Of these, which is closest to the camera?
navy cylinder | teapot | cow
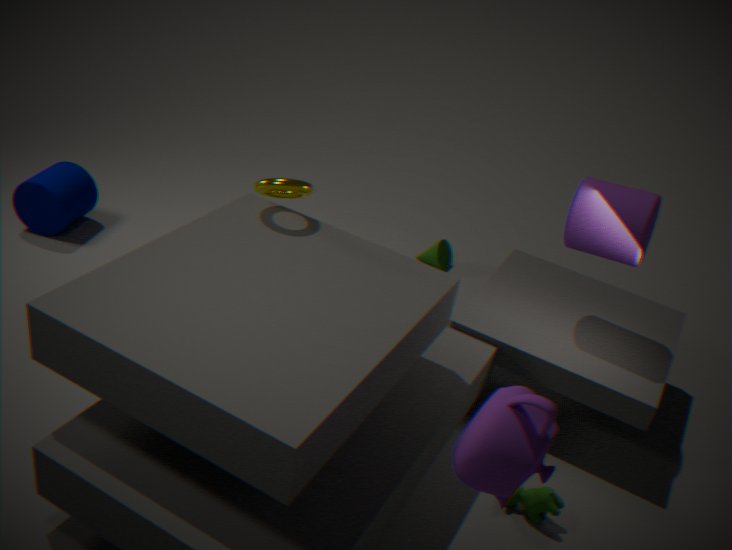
teapot
